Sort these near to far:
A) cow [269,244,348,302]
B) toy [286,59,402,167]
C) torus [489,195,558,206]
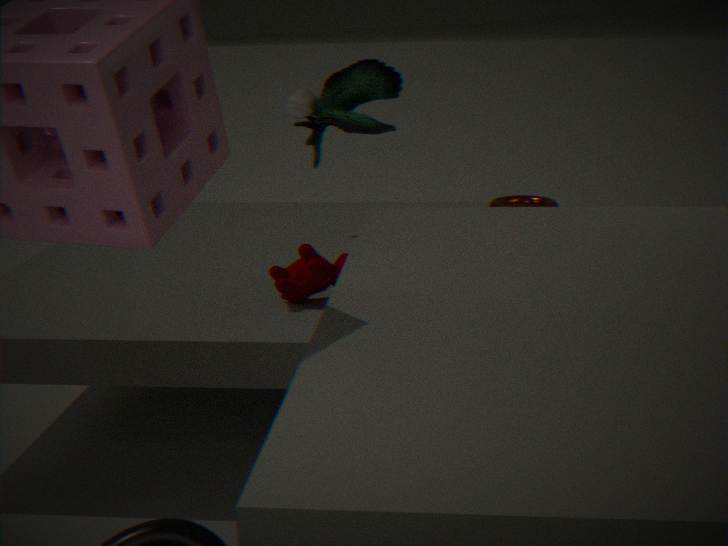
cow [269,244,348,302]
toy [286,59,402,167]
torus [489,195,558,206]
